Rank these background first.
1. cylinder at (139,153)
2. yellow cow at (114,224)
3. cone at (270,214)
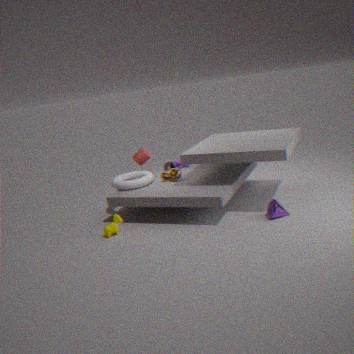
1. cylinder at (139,153)
2. yellow cow at (114,224)
3. cone at (270,214)
